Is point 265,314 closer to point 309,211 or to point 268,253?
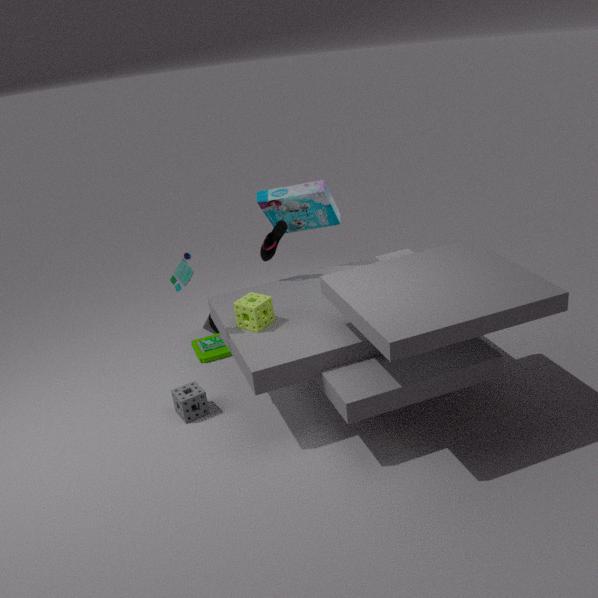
point 268,253
